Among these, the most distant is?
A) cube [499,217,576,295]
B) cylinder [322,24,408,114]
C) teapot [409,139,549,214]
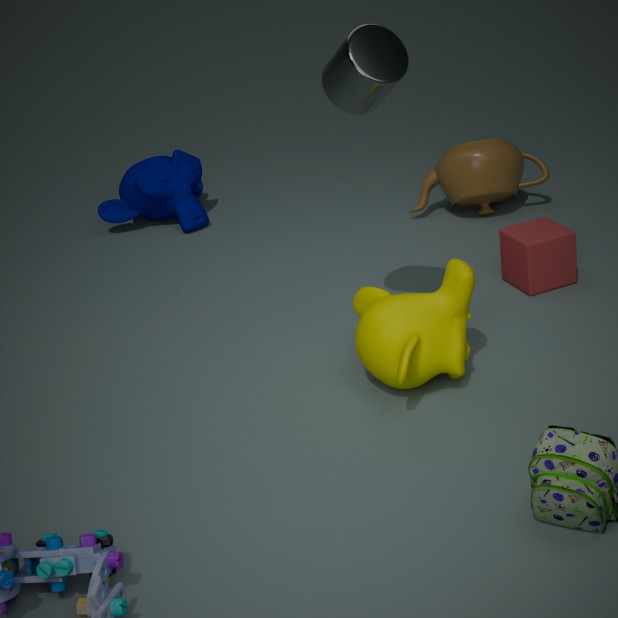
teapot [409,139,549,214]
